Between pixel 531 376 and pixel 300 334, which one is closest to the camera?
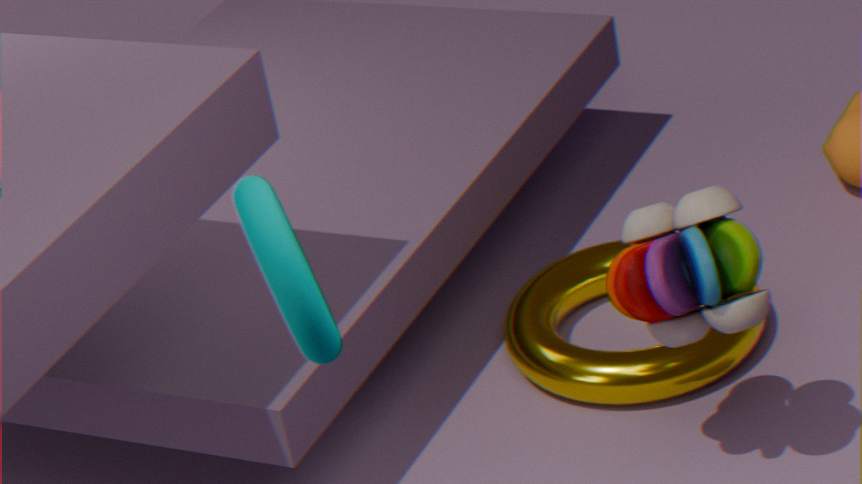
pixel 300 334
